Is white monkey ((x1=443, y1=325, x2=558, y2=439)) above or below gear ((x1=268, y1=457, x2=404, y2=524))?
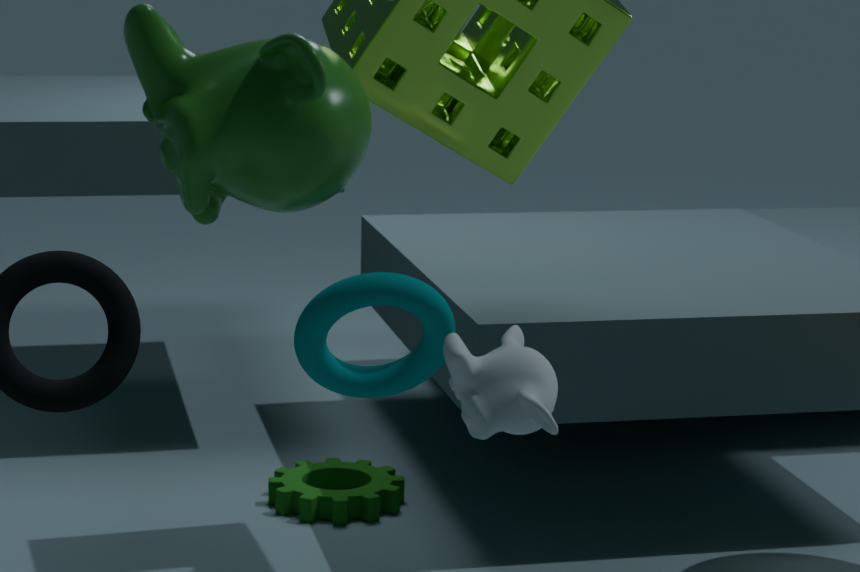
above
